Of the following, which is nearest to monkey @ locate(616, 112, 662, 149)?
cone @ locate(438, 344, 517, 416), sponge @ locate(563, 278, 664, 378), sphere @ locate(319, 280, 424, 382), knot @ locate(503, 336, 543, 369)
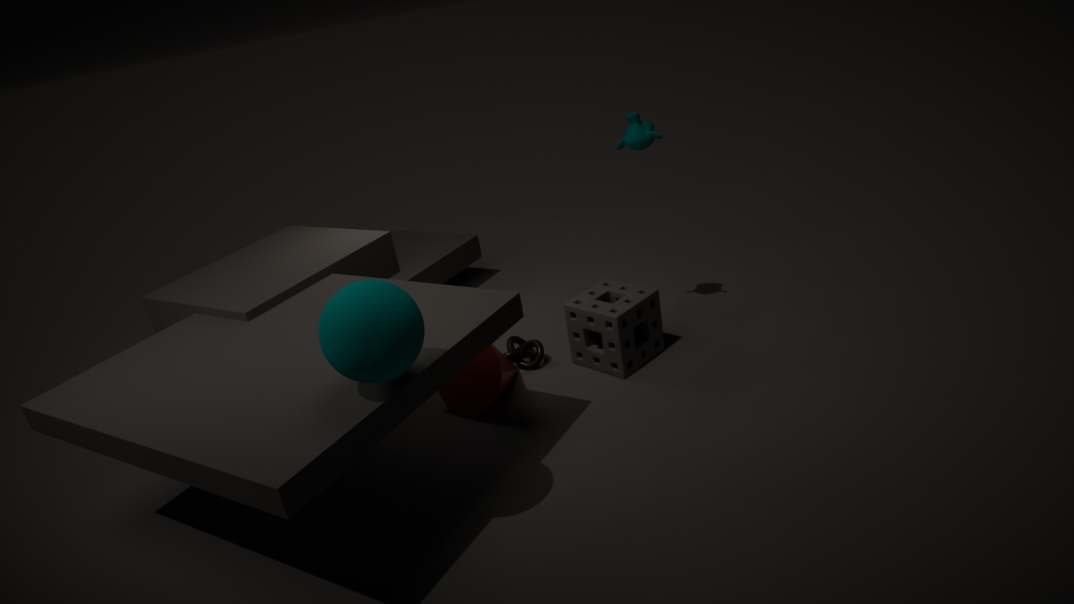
sponge @ locate(563, 278, 664, 378)
